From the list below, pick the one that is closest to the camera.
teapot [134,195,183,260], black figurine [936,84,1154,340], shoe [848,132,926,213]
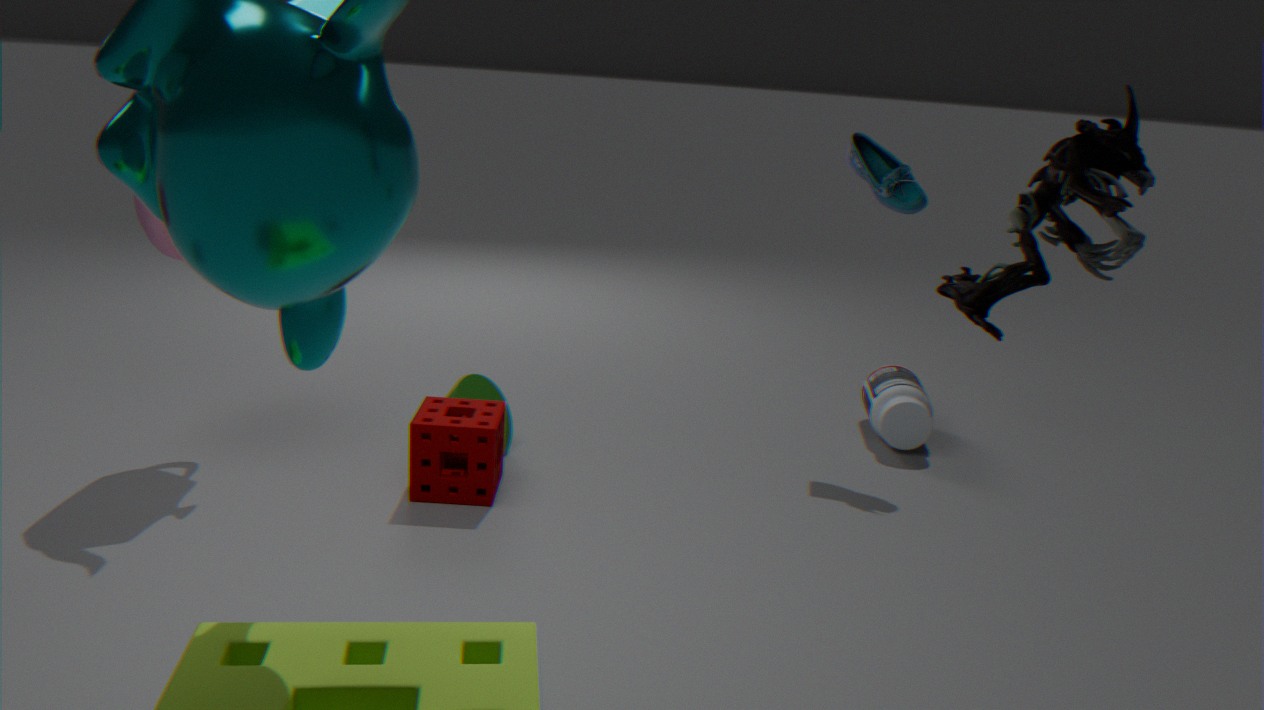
black figurine [936,84,1154,340]
